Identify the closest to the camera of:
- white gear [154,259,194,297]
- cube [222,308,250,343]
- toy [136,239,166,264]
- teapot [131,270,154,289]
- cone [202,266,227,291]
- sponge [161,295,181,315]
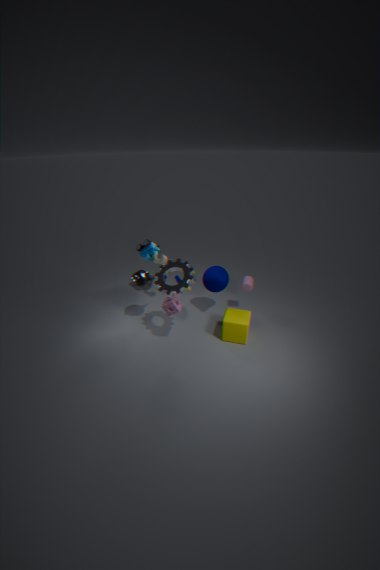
white gear [154,259,194,297]
